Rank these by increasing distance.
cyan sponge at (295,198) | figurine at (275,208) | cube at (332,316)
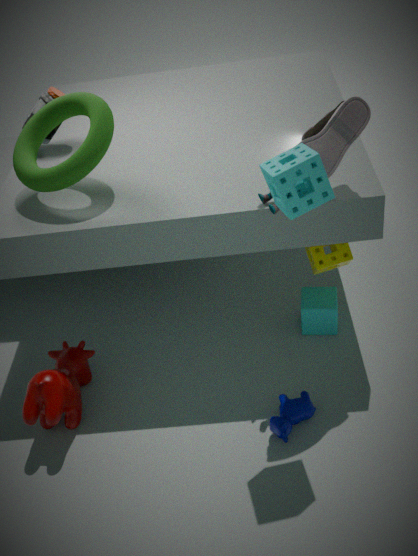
cyan sponge at (295,198) < figurine at (275,208) < cube at (332,316)
